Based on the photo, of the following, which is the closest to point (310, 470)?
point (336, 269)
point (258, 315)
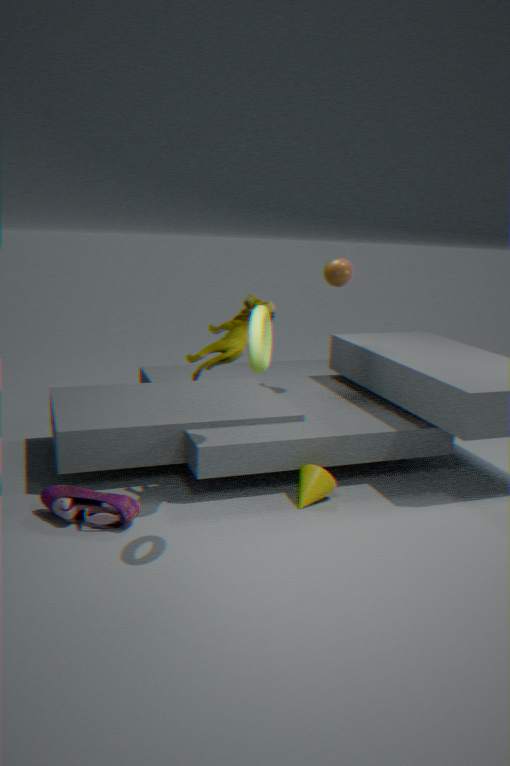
point (258, 315)
